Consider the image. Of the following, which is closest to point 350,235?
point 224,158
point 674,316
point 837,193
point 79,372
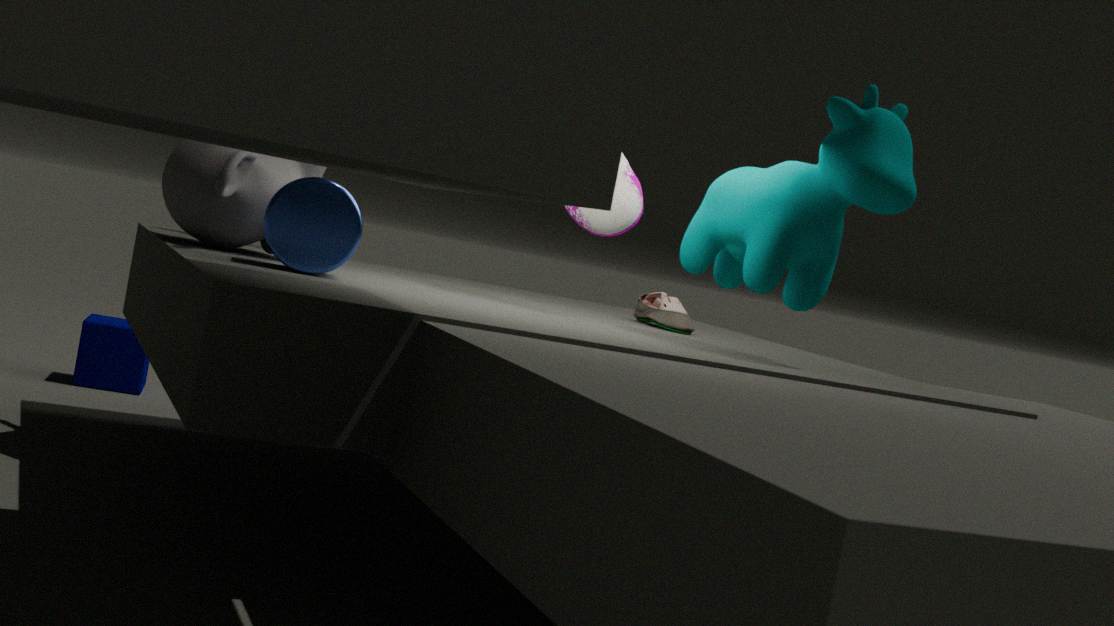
point 224,158
